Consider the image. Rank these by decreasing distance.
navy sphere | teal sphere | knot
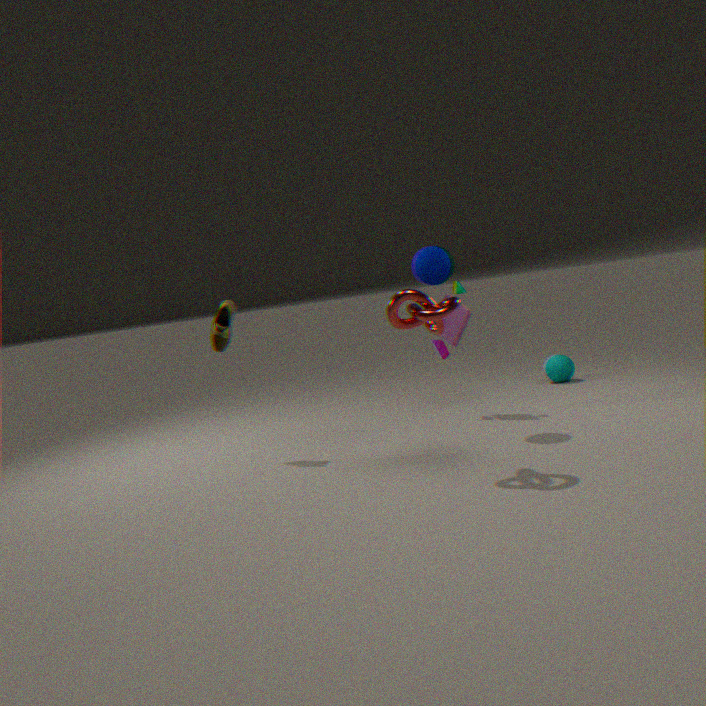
teal sphere
navy sphere
knot
